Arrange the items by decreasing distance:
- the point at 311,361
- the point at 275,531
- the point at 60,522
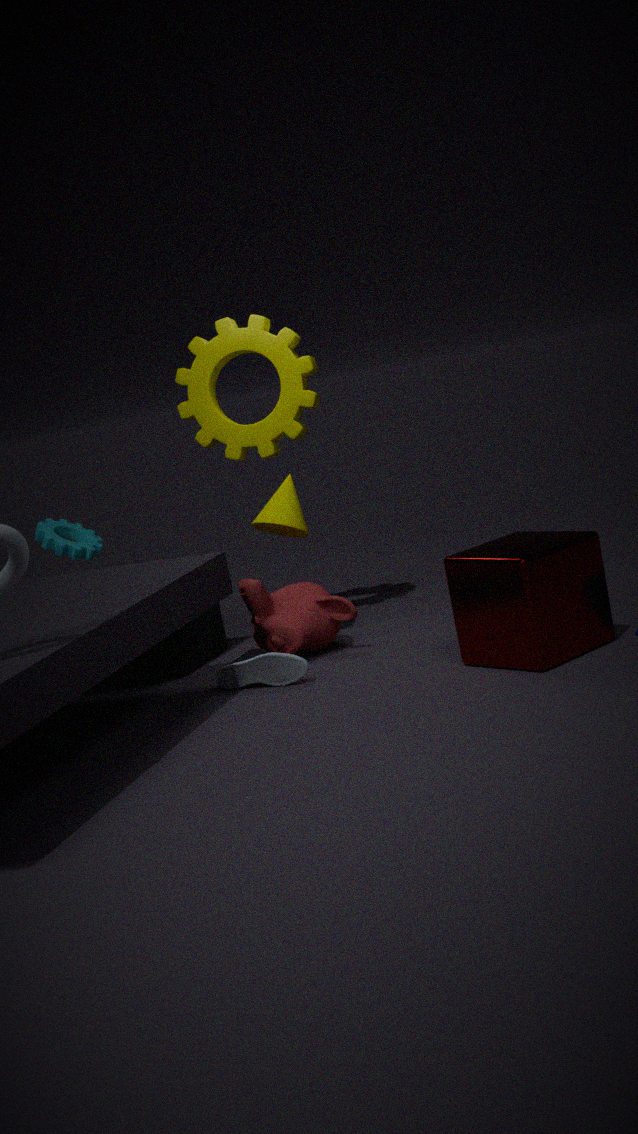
1. the point at 60,522
2. the point at 311,361
3. the point at 275,531
